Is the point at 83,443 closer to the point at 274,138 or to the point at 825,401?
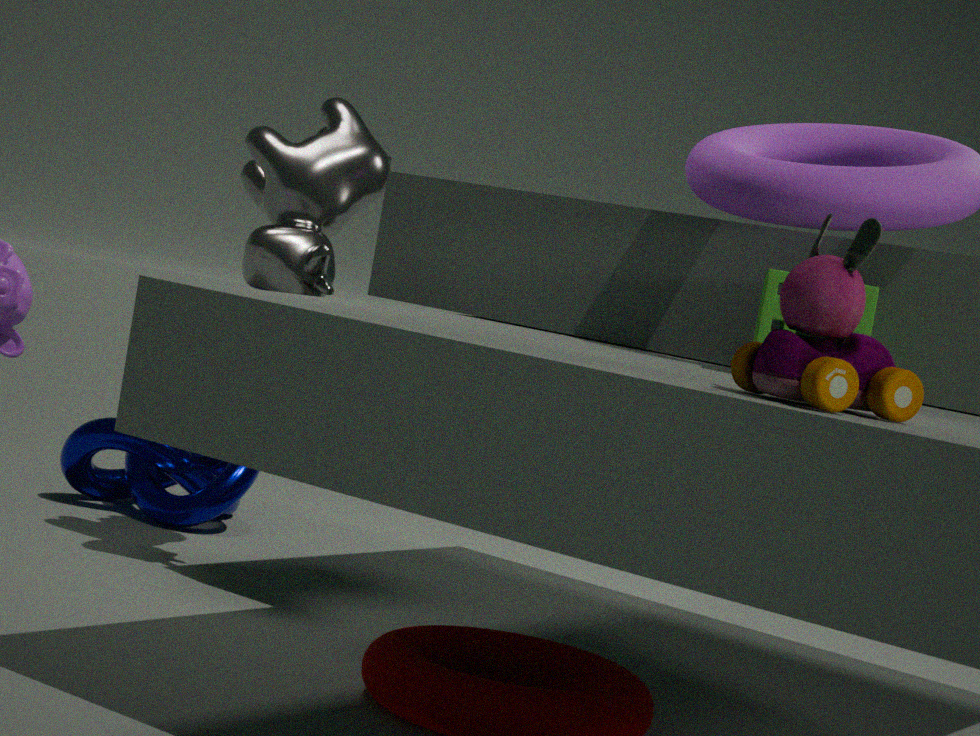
the point at 274,138
